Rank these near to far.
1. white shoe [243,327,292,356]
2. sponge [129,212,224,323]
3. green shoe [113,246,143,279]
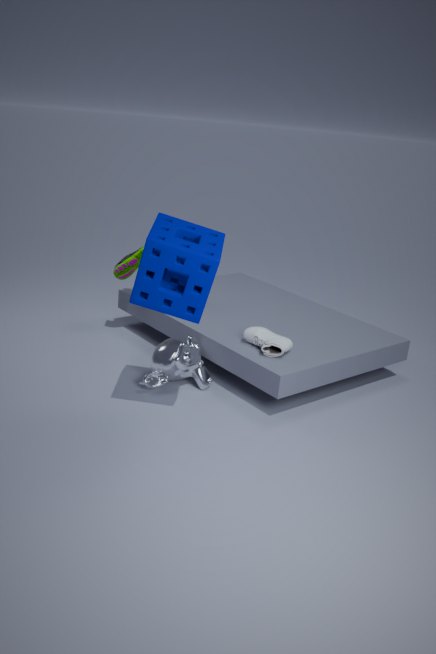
sponge [129,212,224,323] → white shoe [243,327,292,356] → green shoe [113,246,143,279]
